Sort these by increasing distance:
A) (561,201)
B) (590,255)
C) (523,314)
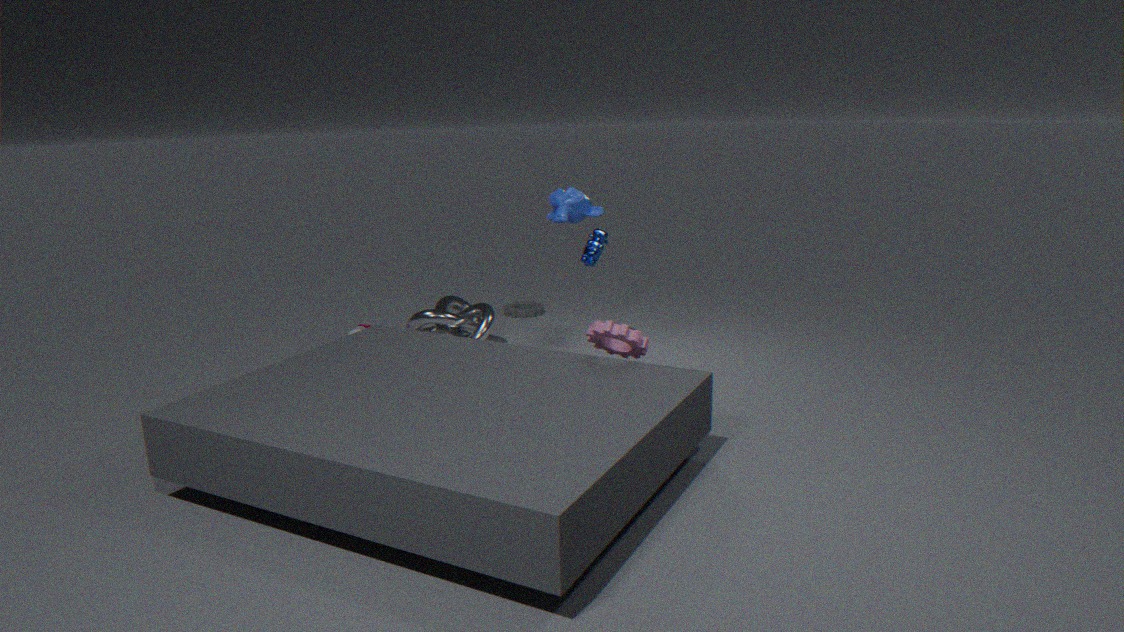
(561,201), (590,255), (523,314)
